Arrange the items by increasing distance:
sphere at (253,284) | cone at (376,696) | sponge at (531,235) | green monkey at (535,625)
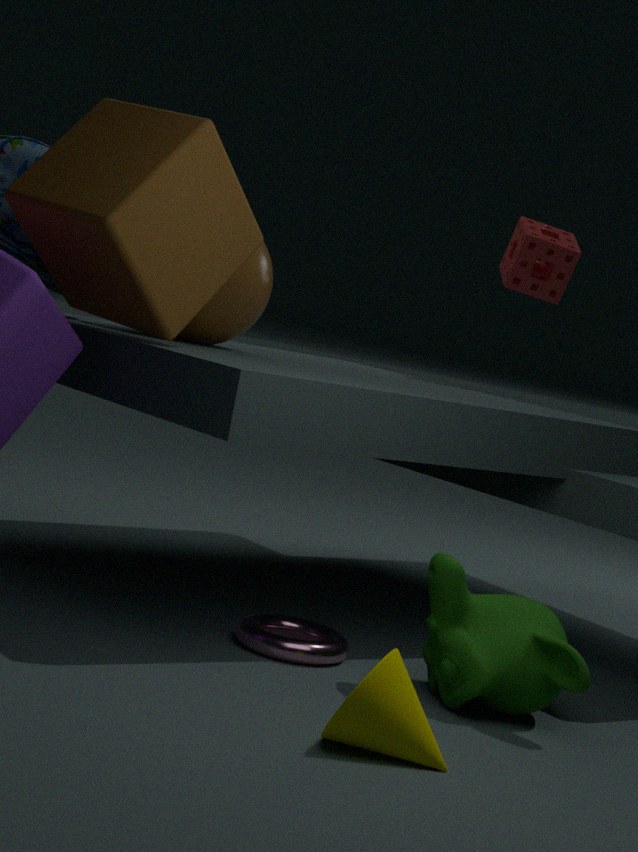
cone at (376,696) → green monkey at (535,625) → sphere at (253,284) → sponge at (531,235)
